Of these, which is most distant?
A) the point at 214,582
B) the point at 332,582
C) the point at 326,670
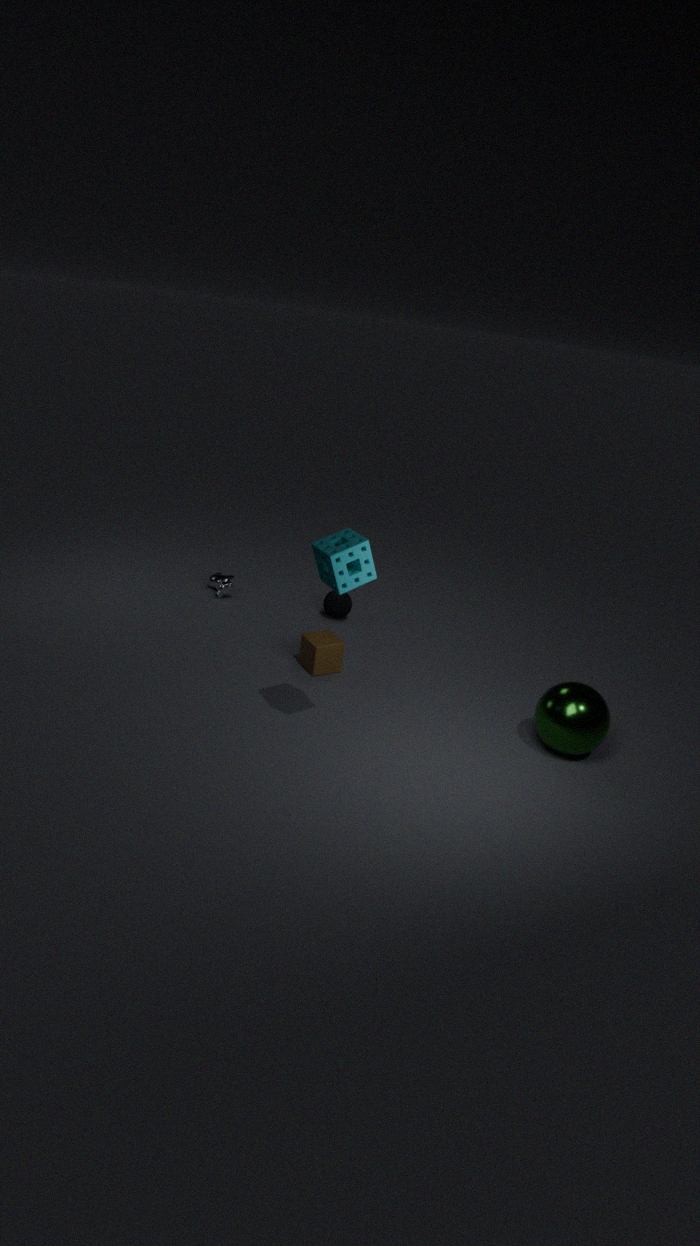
the point at 214,582
